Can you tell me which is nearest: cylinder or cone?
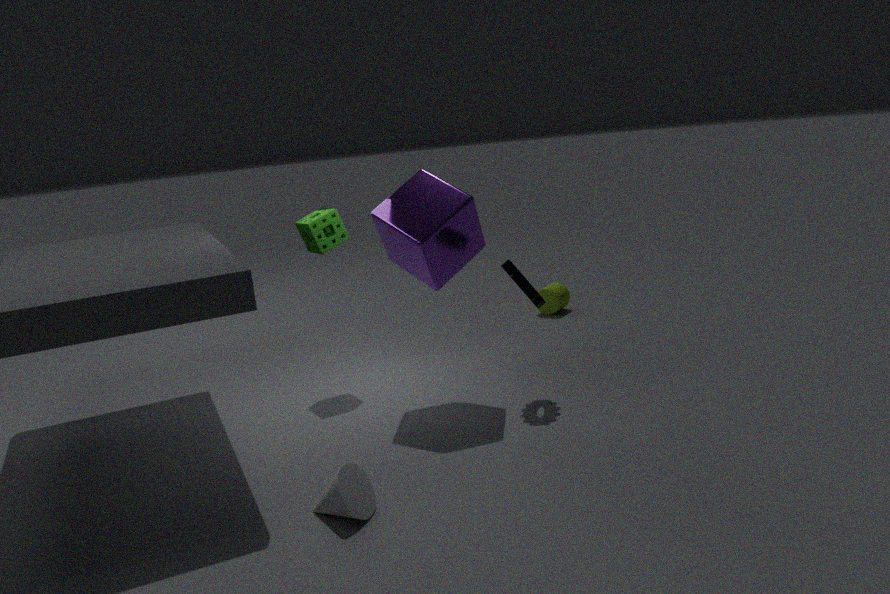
cone
